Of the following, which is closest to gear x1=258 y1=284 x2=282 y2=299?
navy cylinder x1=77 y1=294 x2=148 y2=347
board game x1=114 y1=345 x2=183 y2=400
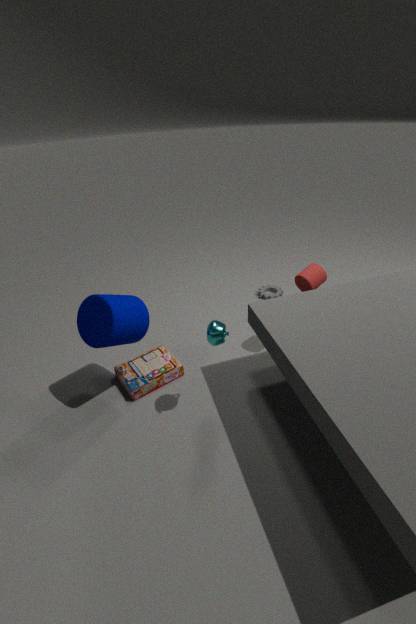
board game x1=114 y1=345 x2=183 y2=400
